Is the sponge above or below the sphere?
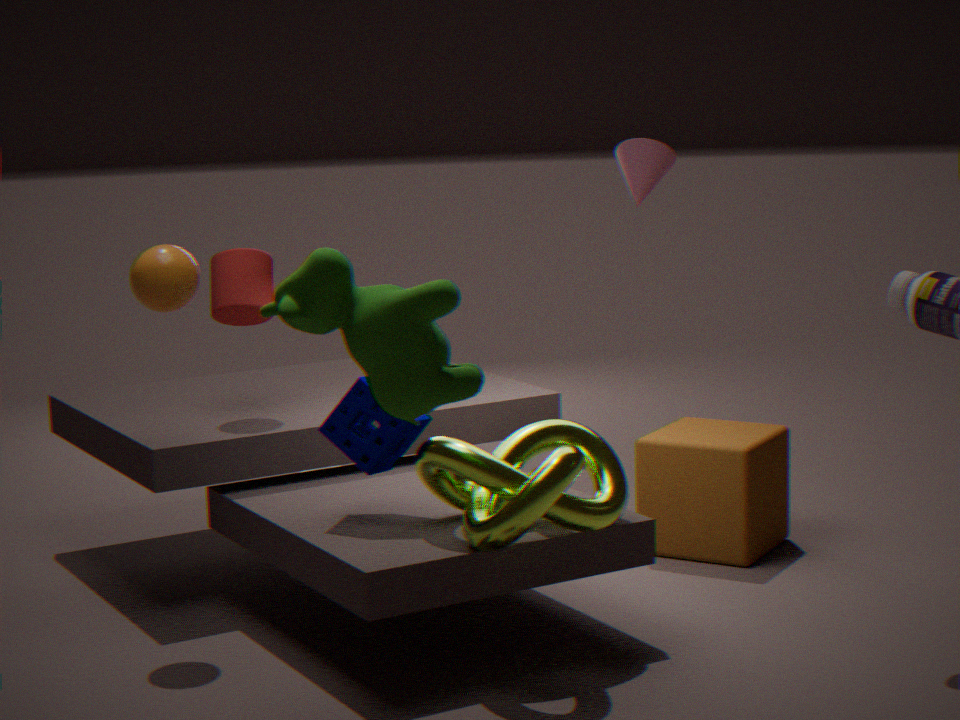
below
